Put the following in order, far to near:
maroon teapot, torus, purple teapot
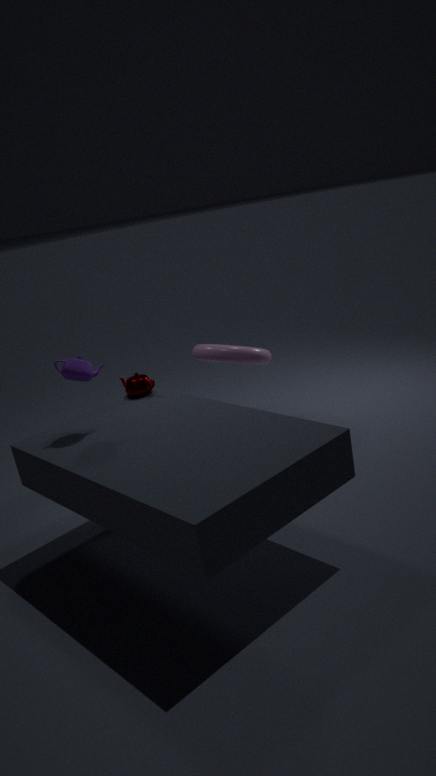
torus, maroon teapot, purple teapot
